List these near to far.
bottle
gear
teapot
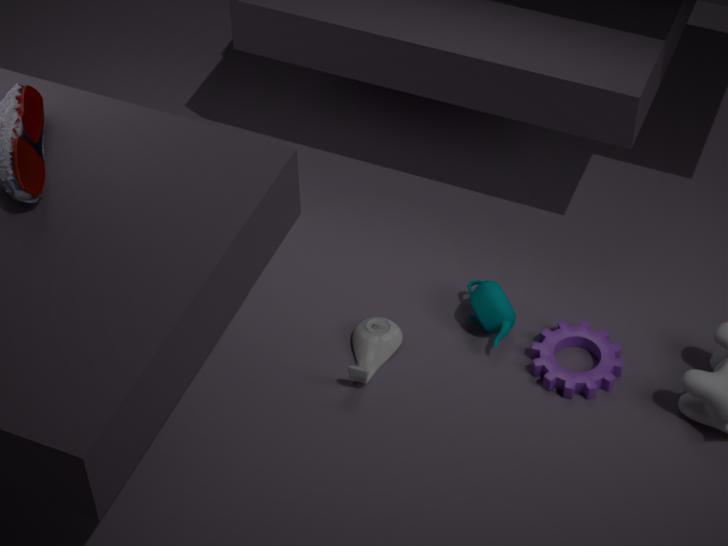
bottle
gear
teapot
